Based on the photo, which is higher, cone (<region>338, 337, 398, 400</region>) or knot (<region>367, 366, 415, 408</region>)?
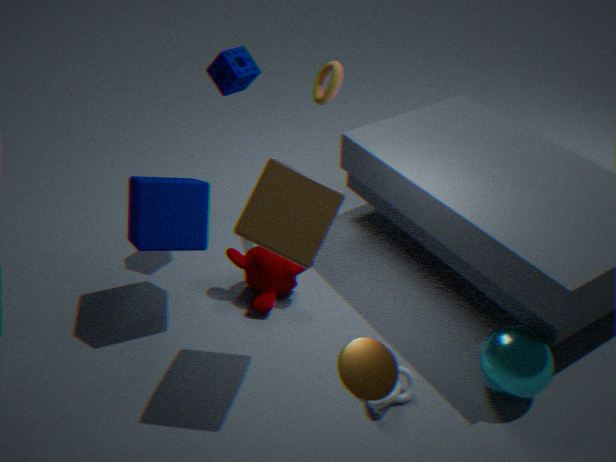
cone (<region>338, 337, 398, 400</region>)
